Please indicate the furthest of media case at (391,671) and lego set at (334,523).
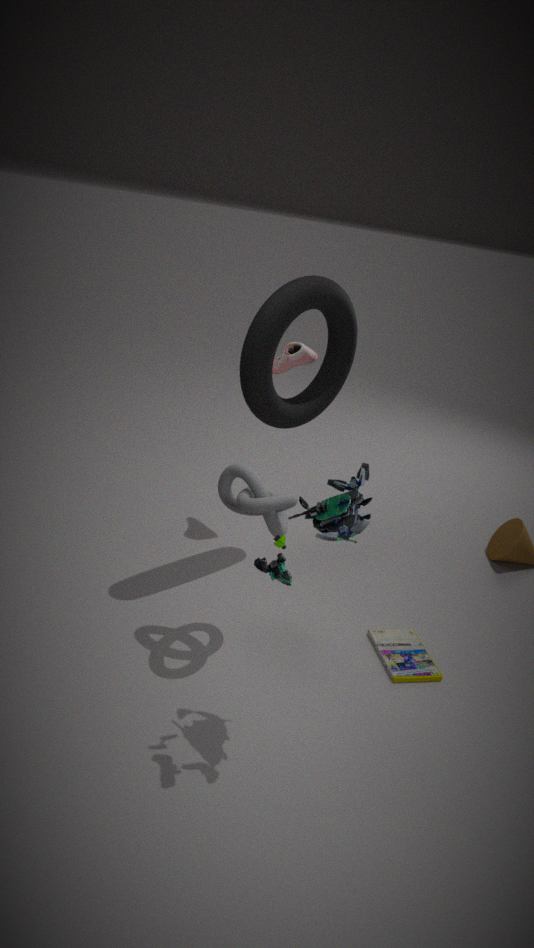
media case at (391,671)
